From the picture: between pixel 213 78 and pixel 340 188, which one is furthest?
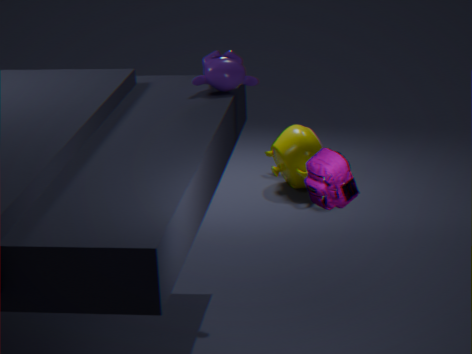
pixel 213 78
